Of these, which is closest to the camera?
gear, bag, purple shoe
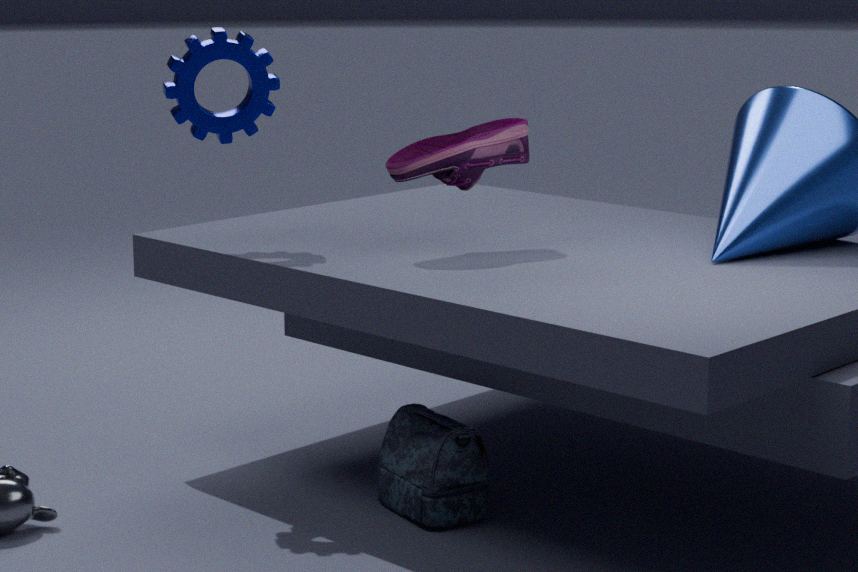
bag
